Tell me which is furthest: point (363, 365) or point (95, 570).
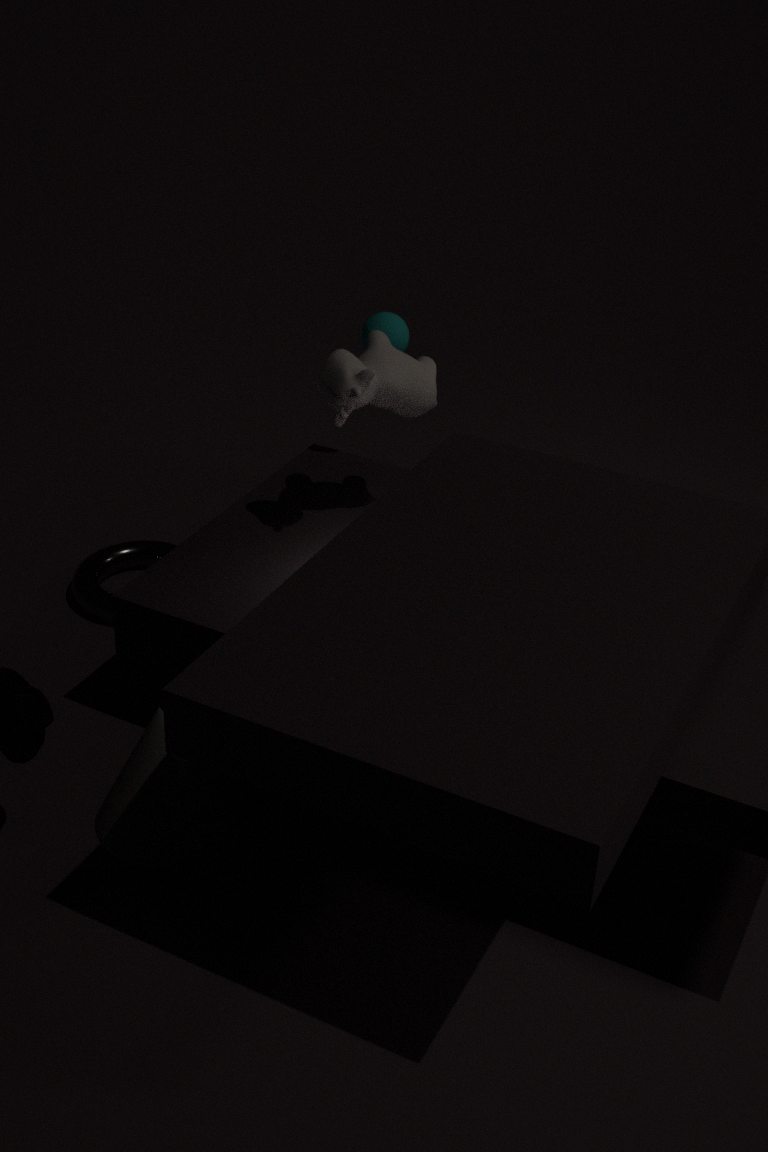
point (95, 570)
